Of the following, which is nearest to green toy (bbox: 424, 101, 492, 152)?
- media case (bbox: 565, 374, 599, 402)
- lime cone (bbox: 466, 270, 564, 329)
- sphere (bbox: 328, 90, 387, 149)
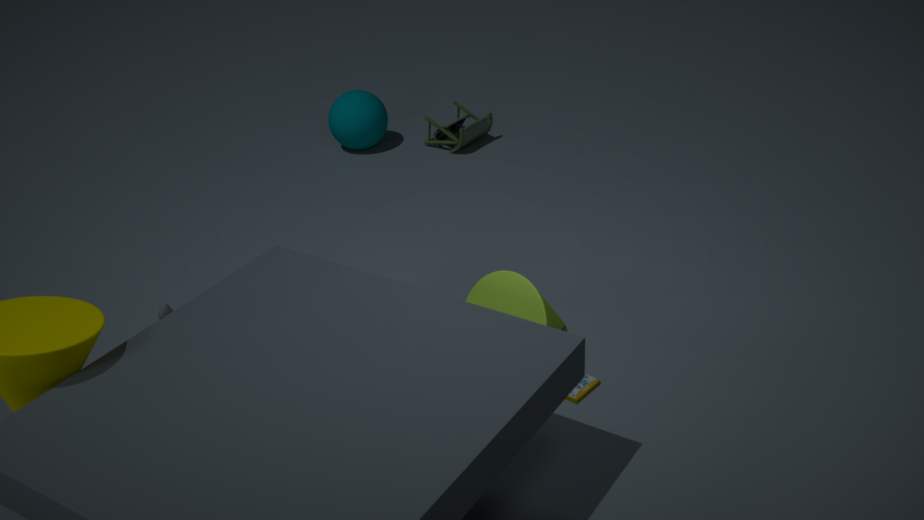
sphere (bbox: 328, 90, 387, 149)
